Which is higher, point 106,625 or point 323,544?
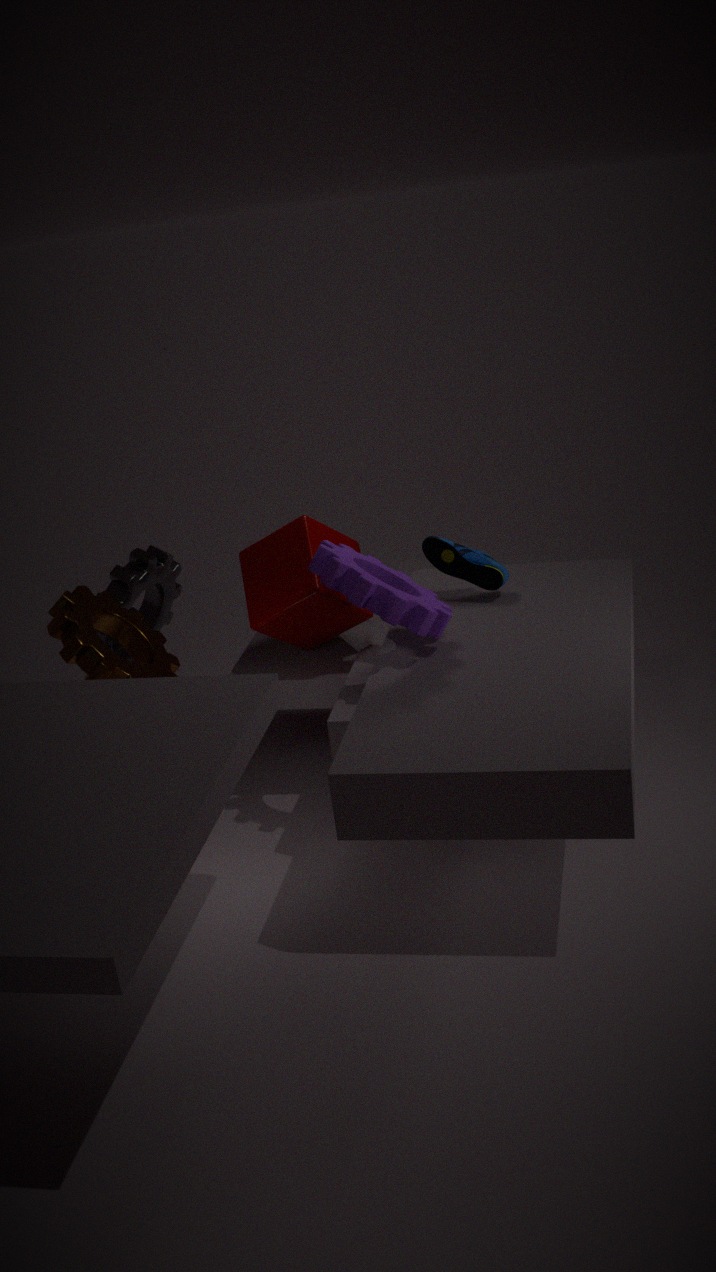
point 323,544
